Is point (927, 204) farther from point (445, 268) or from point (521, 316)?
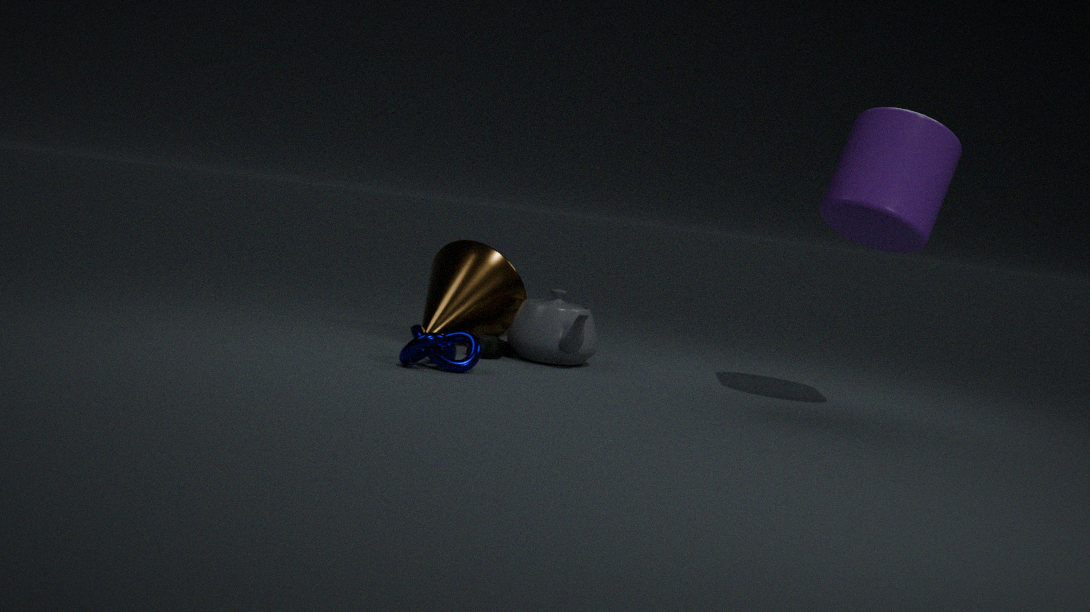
point (445, 268)
